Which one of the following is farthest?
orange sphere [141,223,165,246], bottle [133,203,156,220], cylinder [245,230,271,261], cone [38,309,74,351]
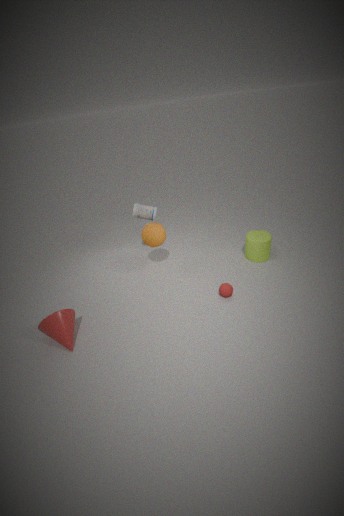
bottle [133,203,156,220]
